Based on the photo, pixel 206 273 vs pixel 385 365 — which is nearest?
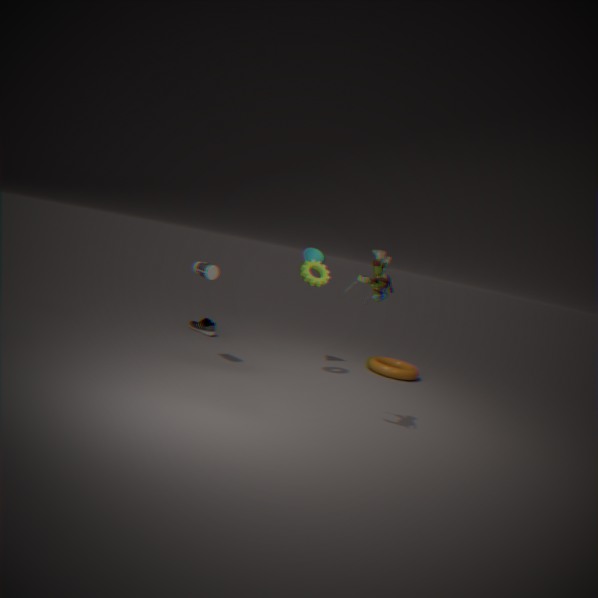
pixel 206 273
